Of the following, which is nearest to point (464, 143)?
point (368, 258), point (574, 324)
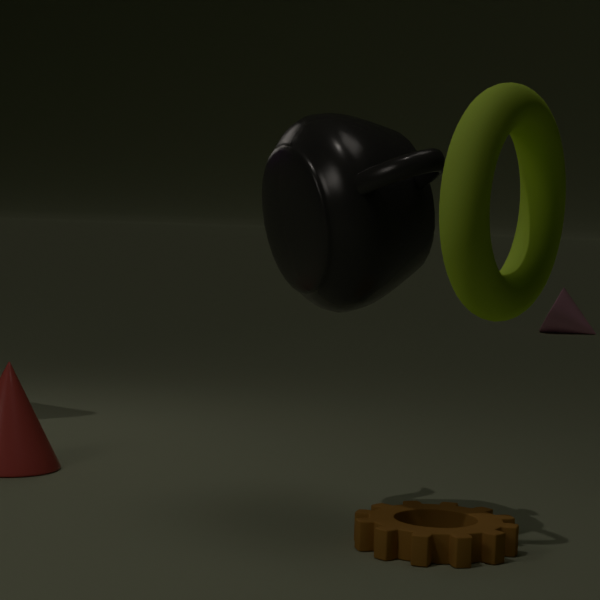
point (368, 258)
